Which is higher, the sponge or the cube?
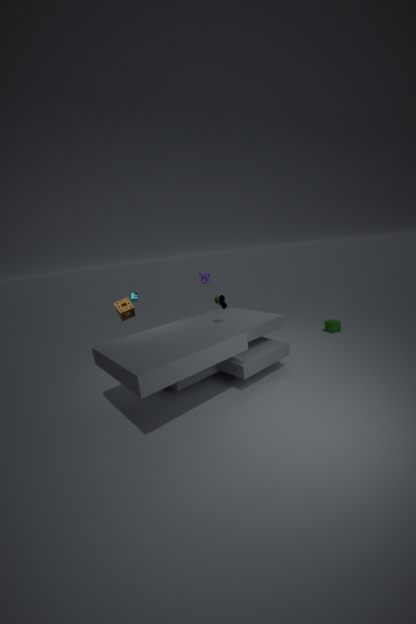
the sponge
